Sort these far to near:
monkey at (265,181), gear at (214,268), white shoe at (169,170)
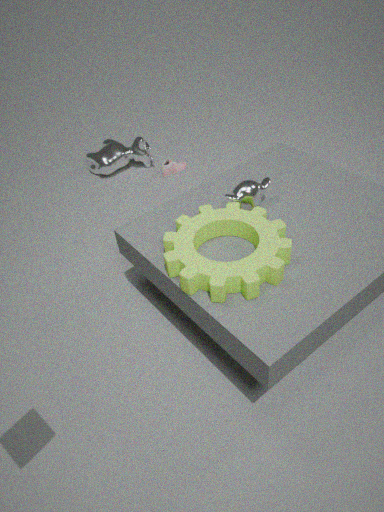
1. white shoe at (169,170)
2. monkey at (265,181)
3. gear at (214,268)
